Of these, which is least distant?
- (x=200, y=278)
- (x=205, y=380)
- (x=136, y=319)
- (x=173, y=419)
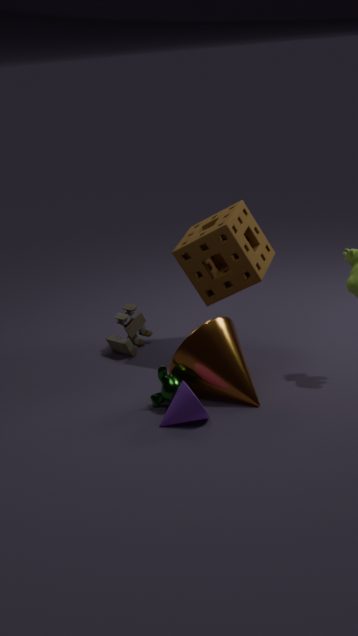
(x=173, y=419)
